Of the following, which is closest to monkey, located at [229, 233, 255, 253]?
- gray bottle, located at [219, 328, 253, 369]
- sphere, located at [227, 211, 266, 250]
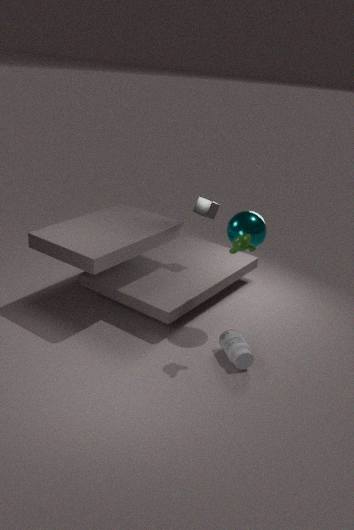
sphere, located at [227, 211, 266, 250]
